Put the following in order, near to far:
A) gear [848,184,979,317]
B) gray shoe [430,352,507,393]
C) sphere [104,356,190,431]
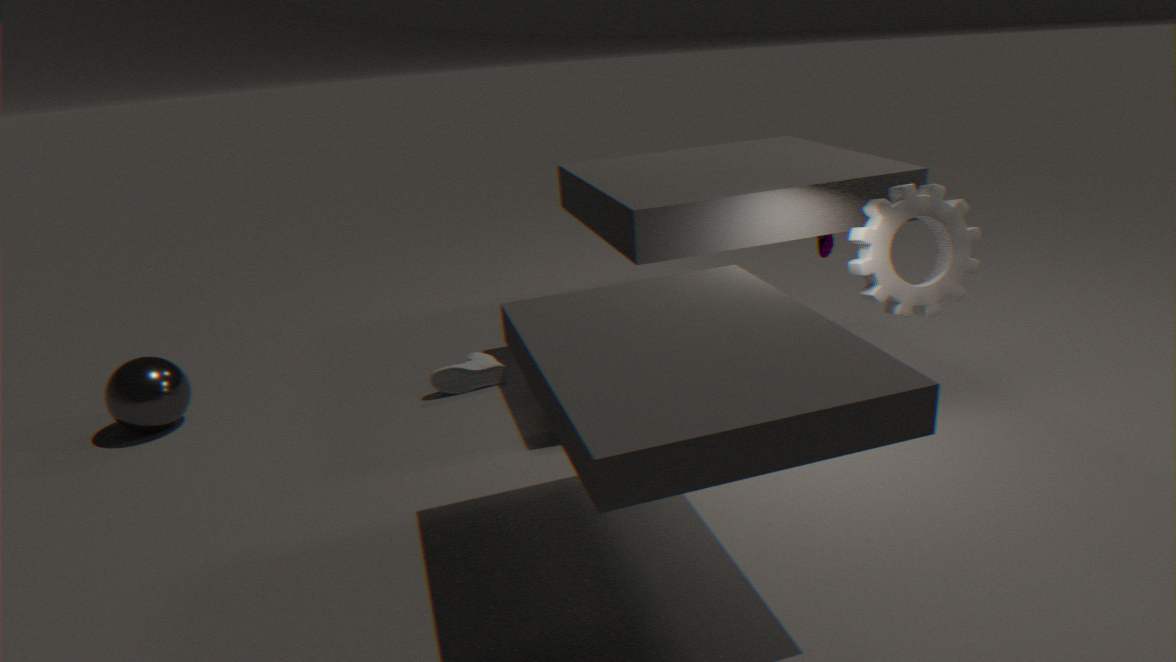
gear [848,184,979,317] → sphere [104,356,190,431] → gray shoe [430,352,507,393]
